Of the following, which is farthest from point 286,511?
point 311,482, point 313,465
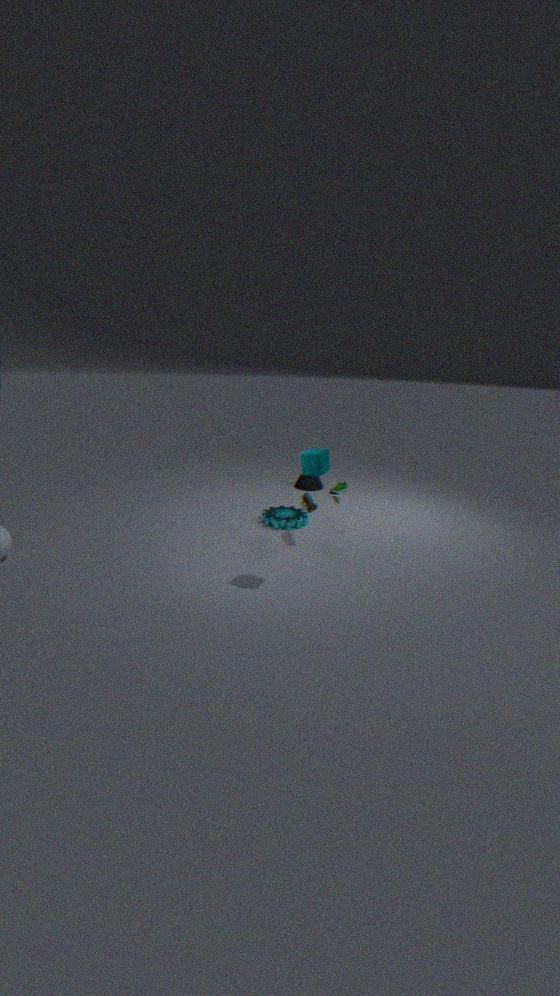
point 313,465
